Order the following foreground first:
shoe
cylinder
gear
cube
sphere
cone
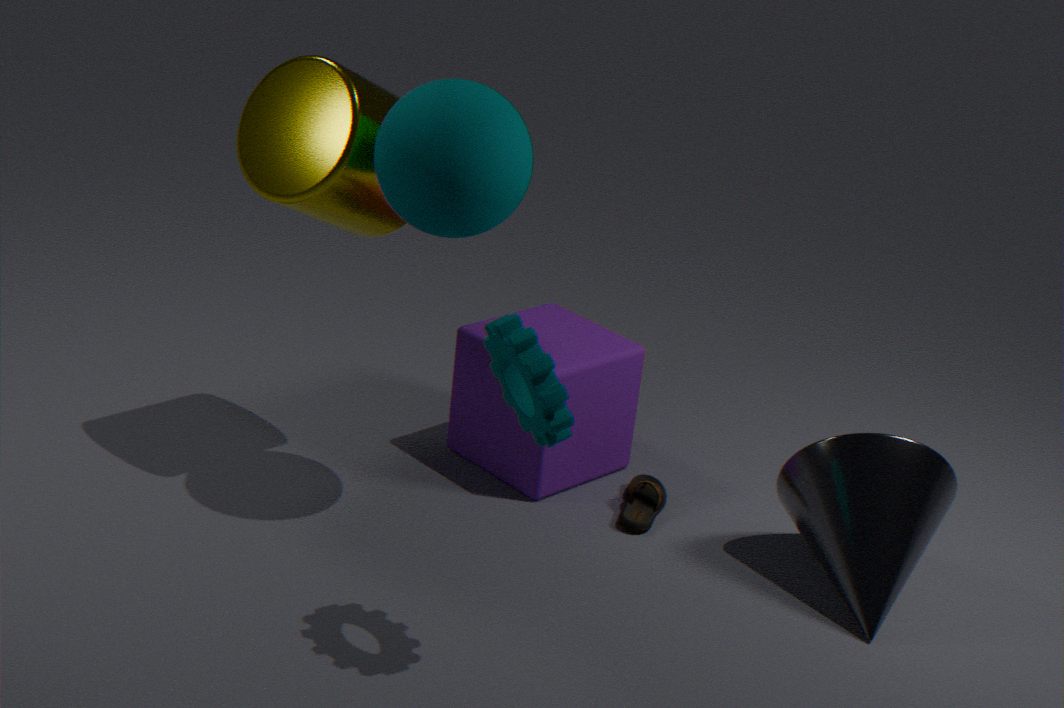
gear → sphere → cylinder → cone → shoe → cube
